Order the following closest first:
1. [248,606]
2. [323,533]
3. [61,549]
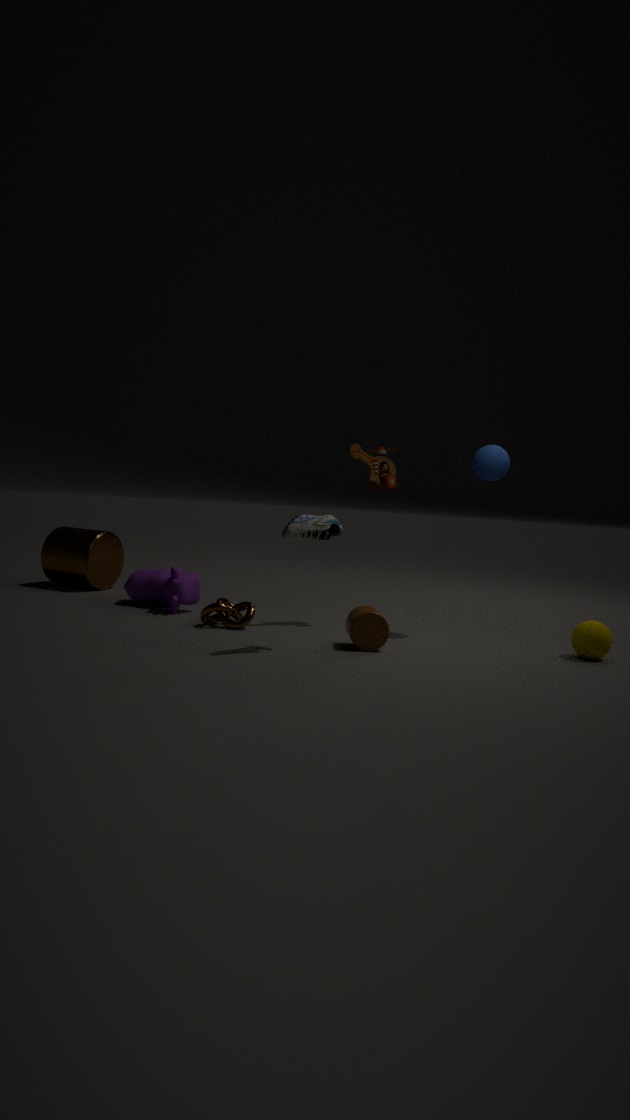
[323,533] → [248,606] → [61,549]
